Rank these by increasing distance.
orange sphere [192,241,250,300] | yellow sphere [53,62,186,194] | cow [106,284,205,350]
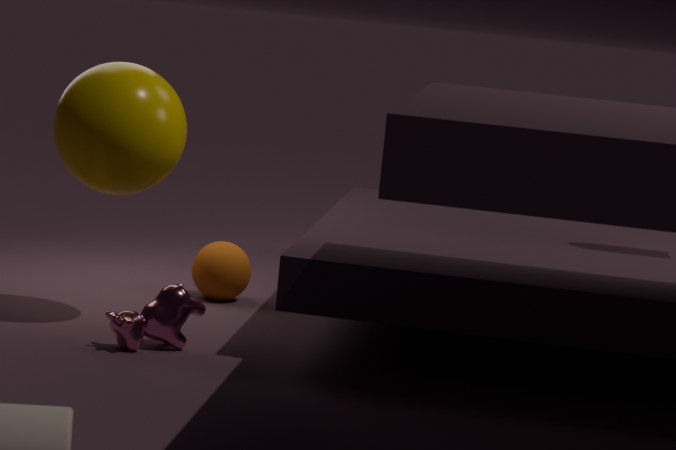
cow [106,284,205,350], yellow sphere [53,62,186,194], orange sphere [192,241,250,300]
